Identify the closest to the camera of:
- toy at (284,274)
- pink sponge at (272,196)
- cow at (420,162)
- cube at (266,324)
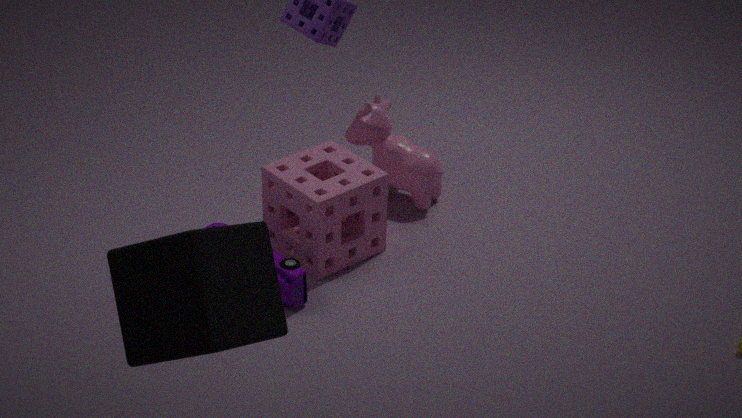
cube at (266,324)
